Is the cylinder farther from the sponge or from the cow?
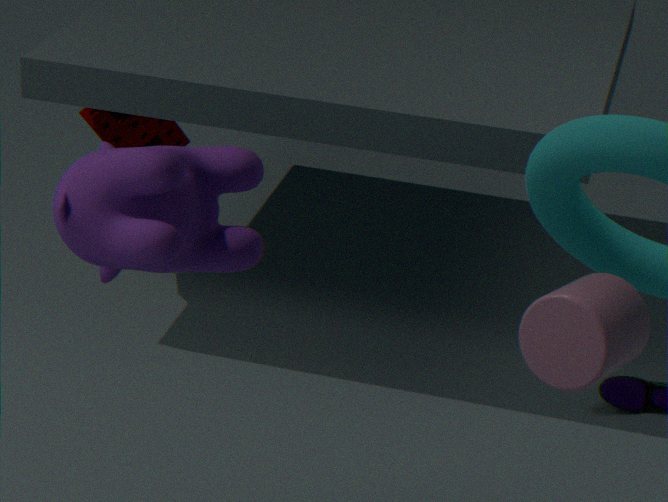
the sponge
